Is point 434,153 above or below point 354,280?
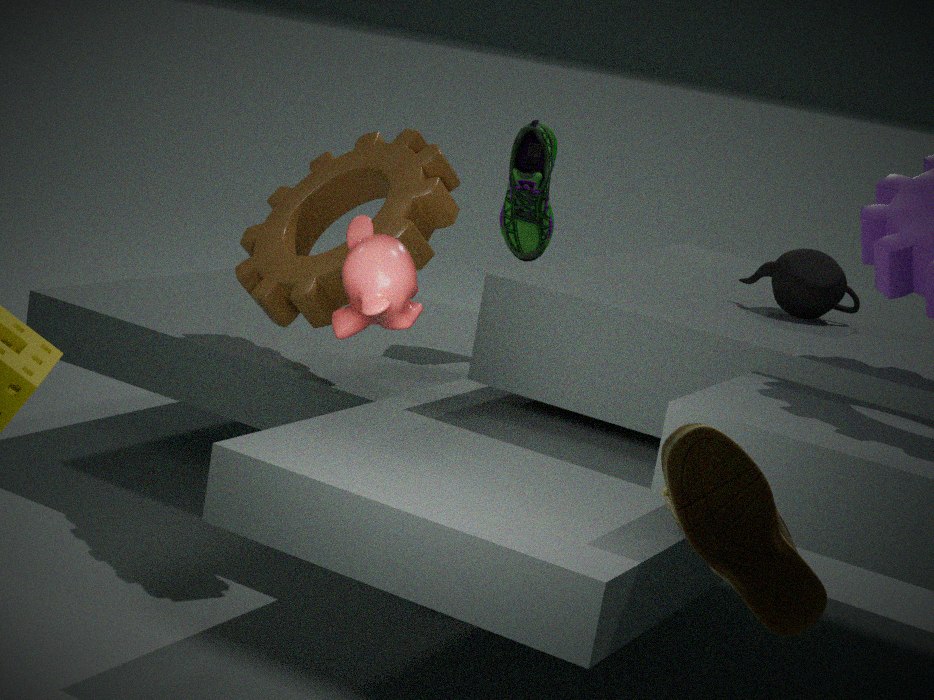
below
